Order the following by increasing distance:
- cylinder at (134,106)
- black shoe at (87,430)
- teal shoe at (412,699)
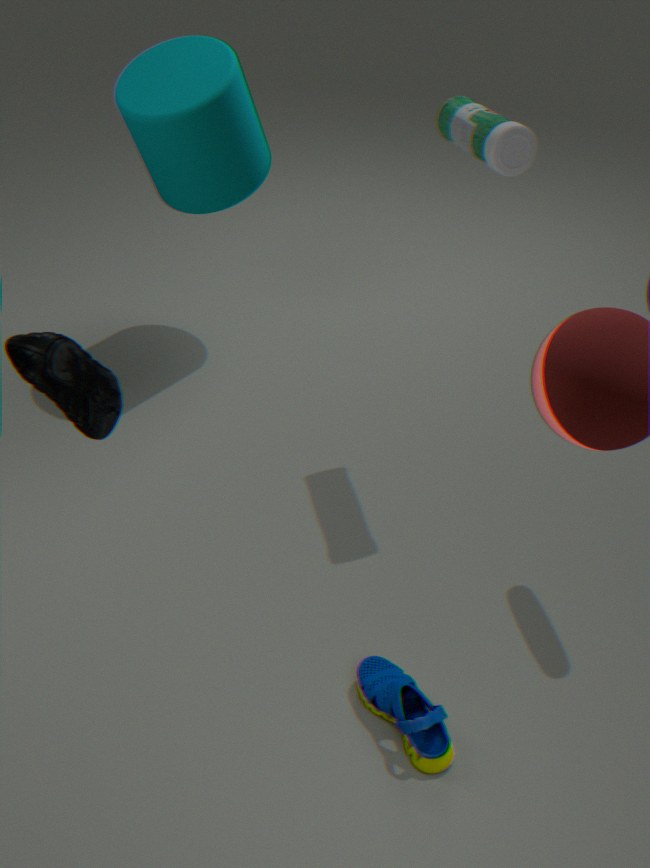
black shoe at (87,430) → teal shoe at (412,699) → cylinder at (134,106)
